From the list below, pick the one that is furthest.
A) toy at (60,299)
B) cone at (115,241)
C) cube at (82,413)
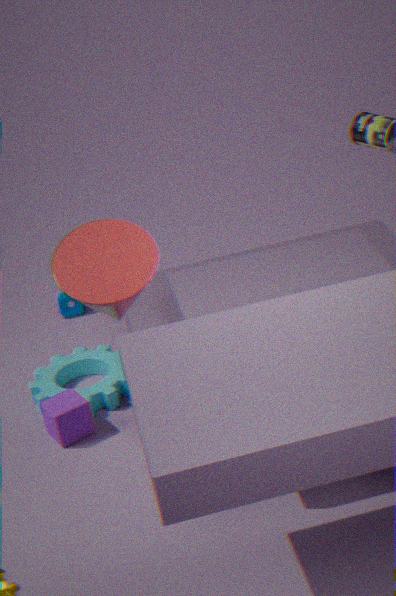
toy at (60,299)
